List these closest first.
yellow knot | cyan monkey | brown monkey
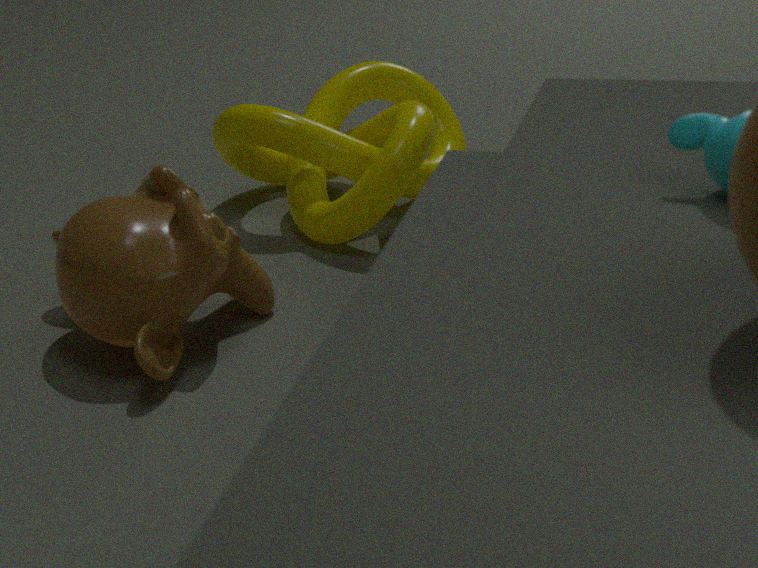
cyan monkey → brown monkey → yellow knot
